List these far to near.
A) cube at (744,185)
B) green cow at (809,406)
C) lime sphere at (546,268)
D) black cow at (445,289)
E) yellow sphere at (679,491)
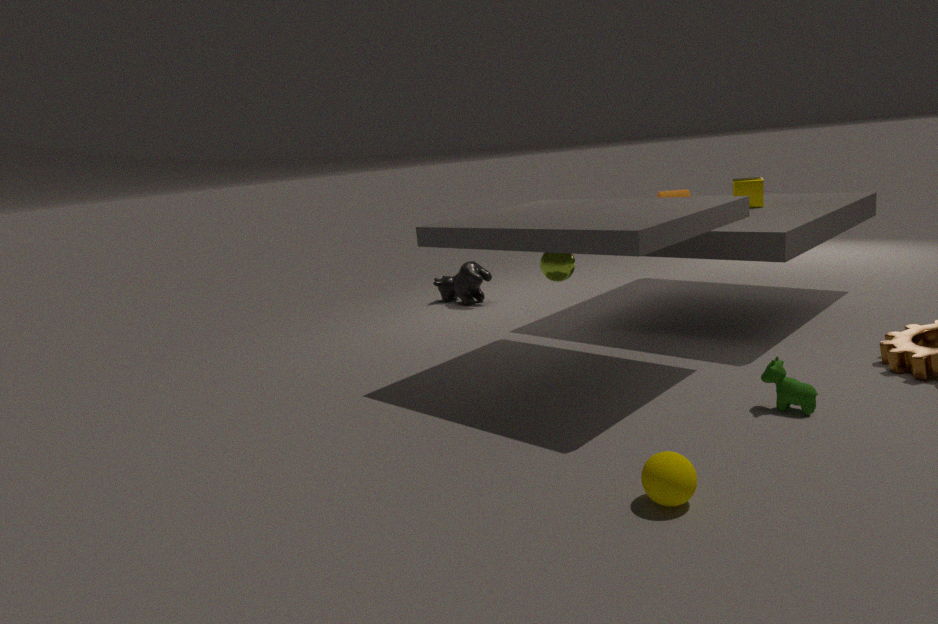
black cow at (445,289) → cube at (744,185) → lime sphere at (546,268) → green cow at (809,406) → yellow sphere at (679,491)
